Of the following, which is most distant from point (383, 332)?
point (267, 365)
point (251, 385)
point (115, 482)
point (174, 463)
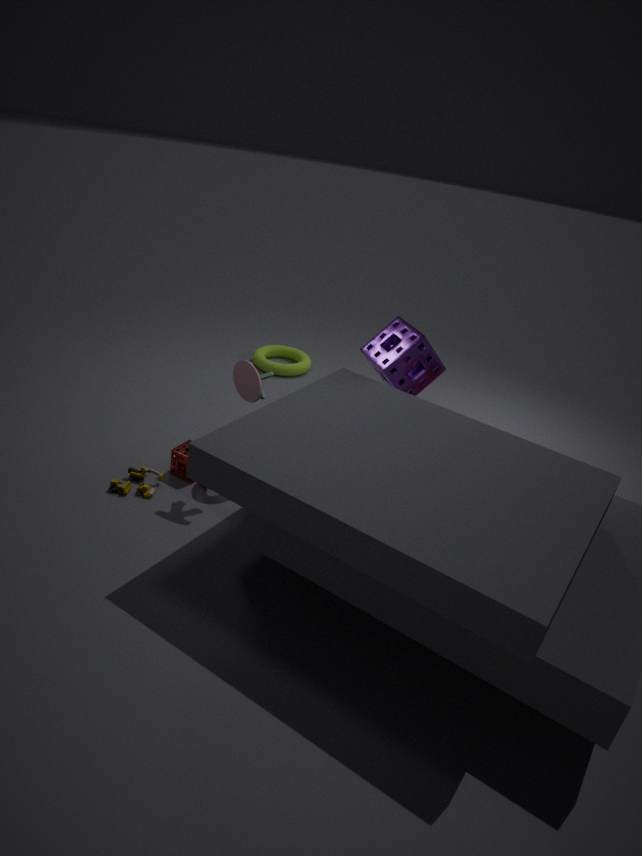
point (115, 482)
